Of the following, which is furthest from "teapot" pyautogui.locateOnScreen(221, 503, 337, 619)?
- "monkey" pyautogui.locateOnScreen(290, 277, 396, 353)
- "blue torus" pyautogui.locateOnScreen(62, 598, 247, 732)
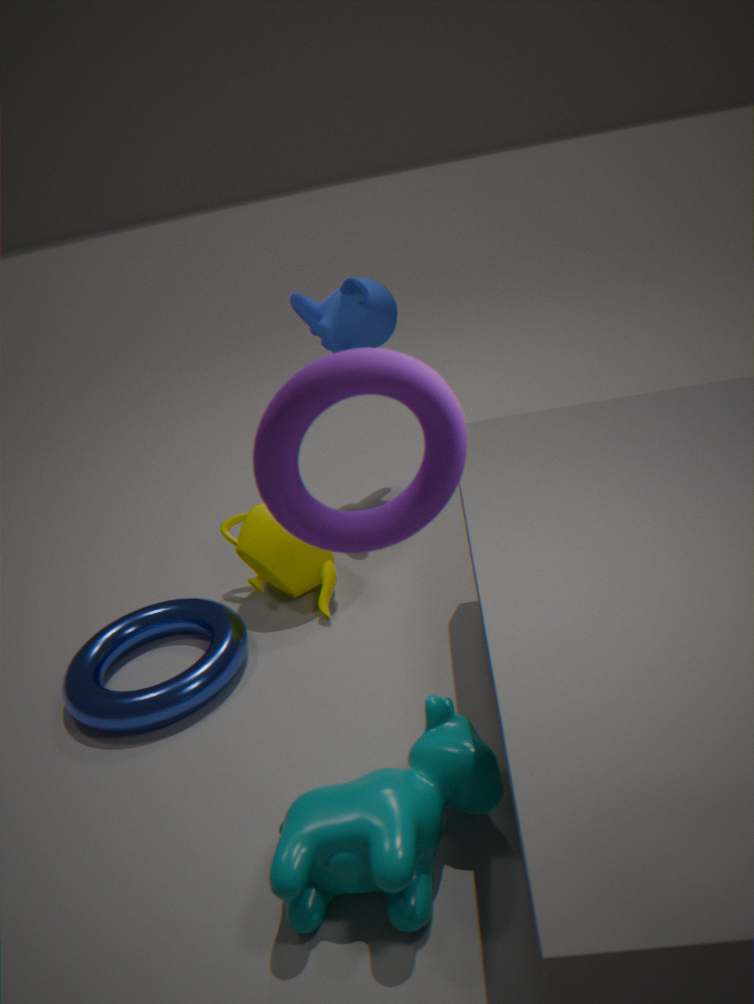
"monkey" pyautogui.locateOnScreen(290, 277, 396, 353)
